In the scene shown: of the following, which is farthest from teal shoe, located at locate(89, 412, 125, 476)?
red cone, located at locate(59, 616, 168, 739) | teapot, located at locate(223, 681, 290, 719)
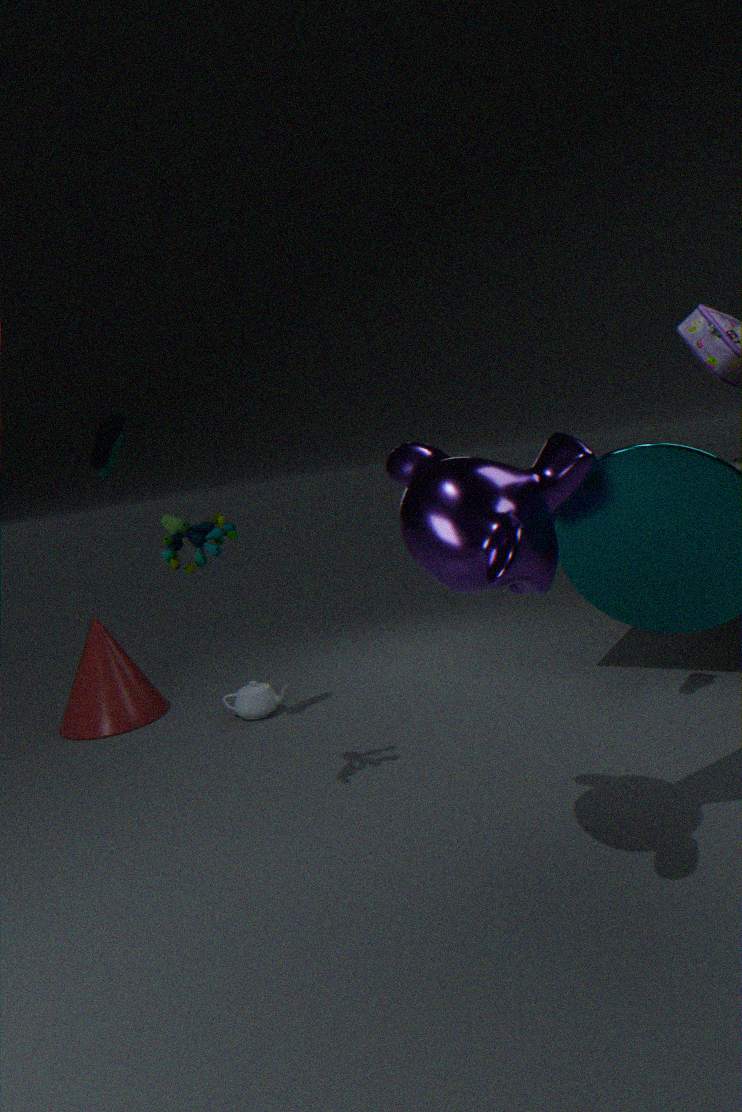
teapot, located at locate(223, 681, 290, 719)
